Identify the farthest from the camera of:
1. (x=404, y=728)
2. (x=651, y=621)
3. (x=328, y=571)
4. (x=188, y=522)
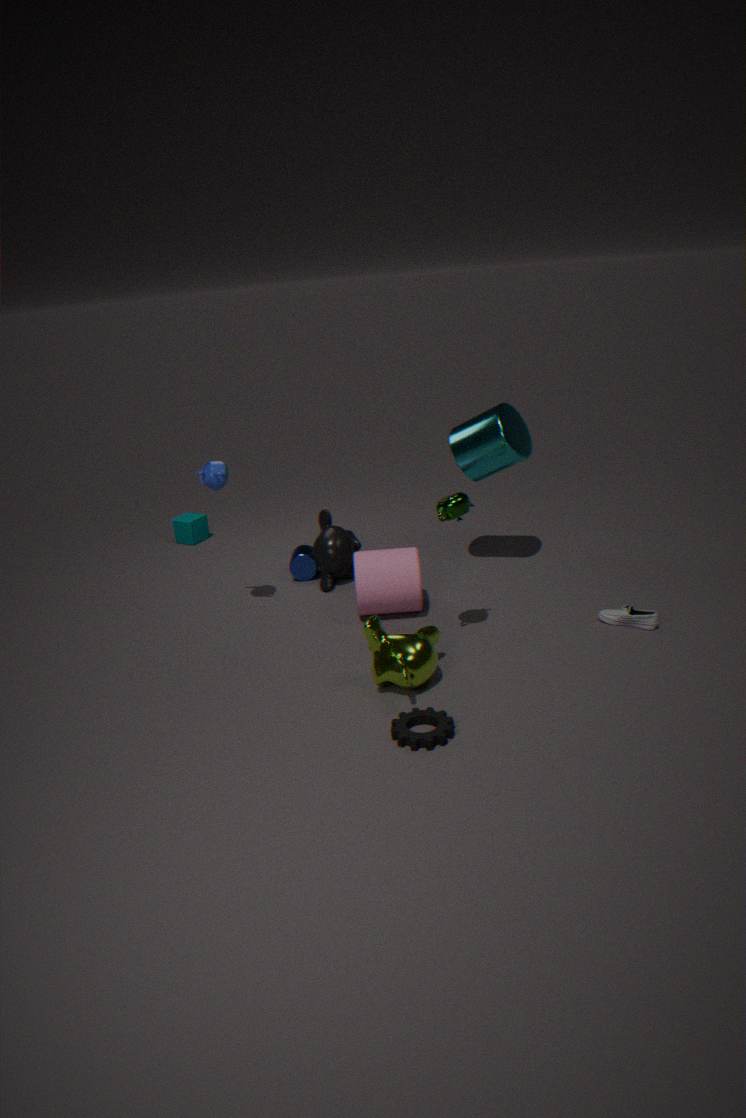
(x=188, y=522)
